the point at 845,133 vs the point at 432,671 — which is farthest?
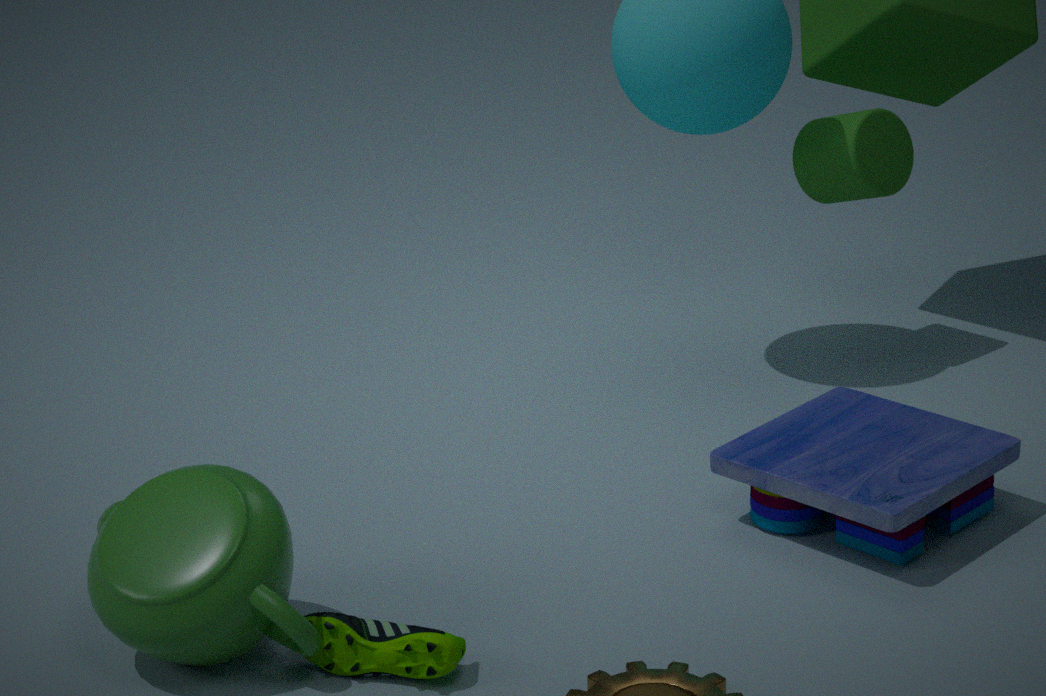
the point at 845,133
